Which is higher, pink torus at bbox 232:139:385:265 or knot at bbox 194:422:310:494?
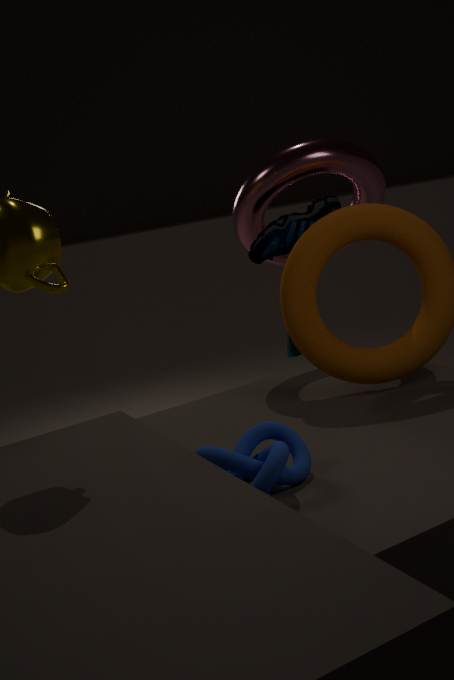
pink torus at bbox 232:139:385:265
